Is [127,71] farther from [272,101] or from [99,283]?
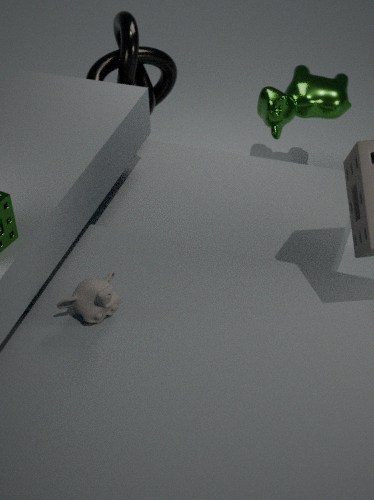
[99,283]
